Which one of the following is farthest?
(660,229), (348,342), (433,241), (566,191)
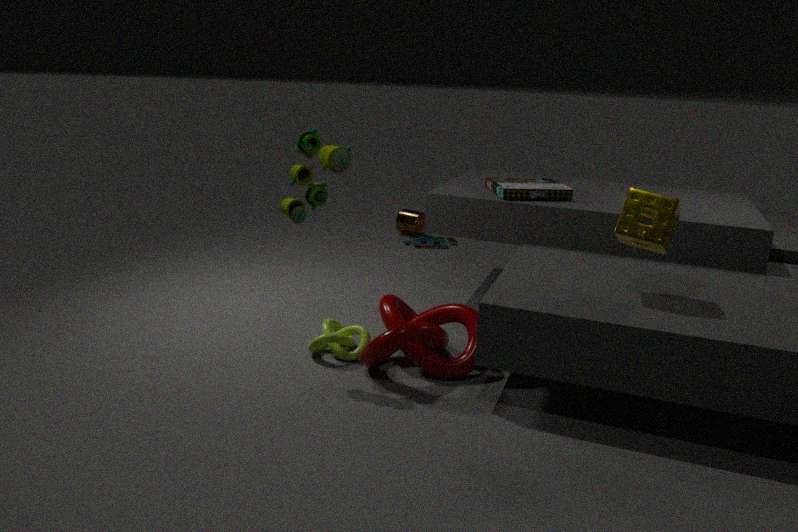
(433,241)
